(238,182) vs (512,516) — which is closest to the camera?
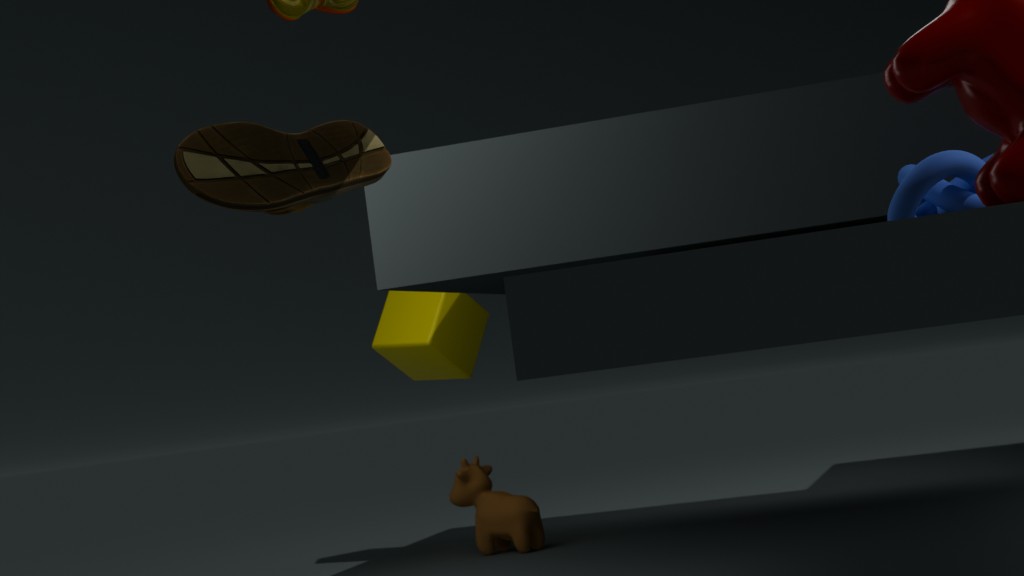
(238,182)
